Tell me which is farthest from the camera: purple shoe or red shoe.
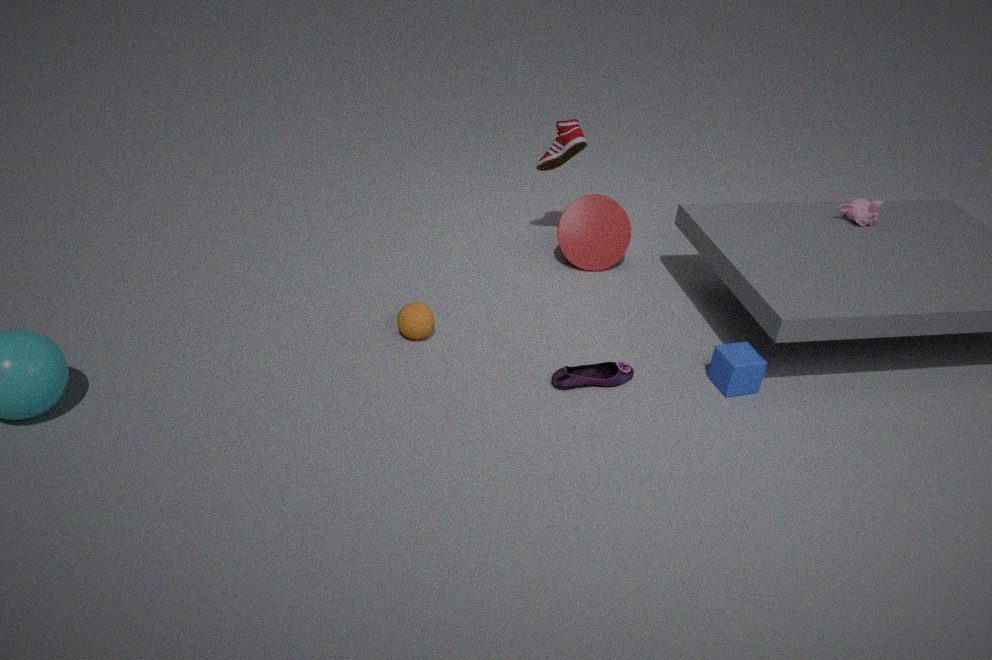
red shoe
